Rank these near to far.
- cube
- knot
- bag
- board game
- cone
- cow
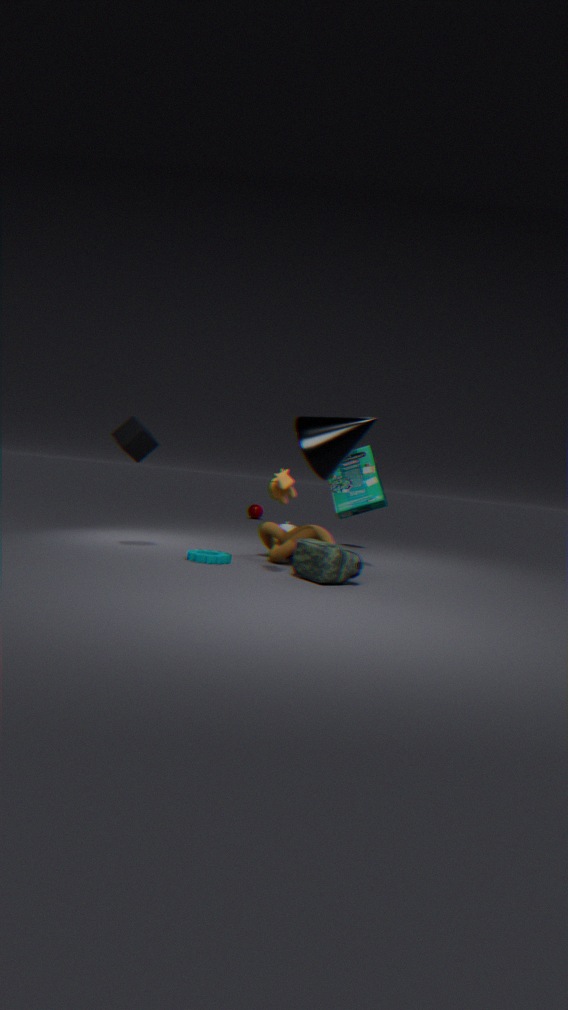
bag < cow < cone < cube < knot < board game
